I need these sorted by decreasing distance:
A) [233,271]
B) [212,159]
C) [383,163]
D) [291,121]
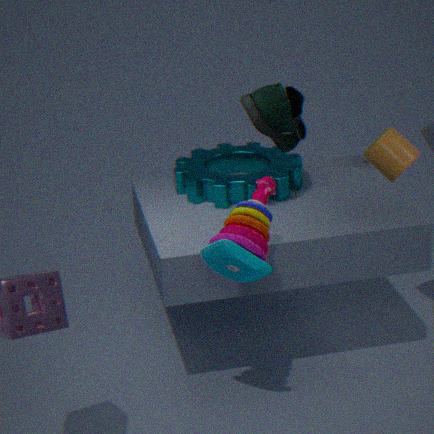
[383,163], [212,159], [291,121], [233,271]
